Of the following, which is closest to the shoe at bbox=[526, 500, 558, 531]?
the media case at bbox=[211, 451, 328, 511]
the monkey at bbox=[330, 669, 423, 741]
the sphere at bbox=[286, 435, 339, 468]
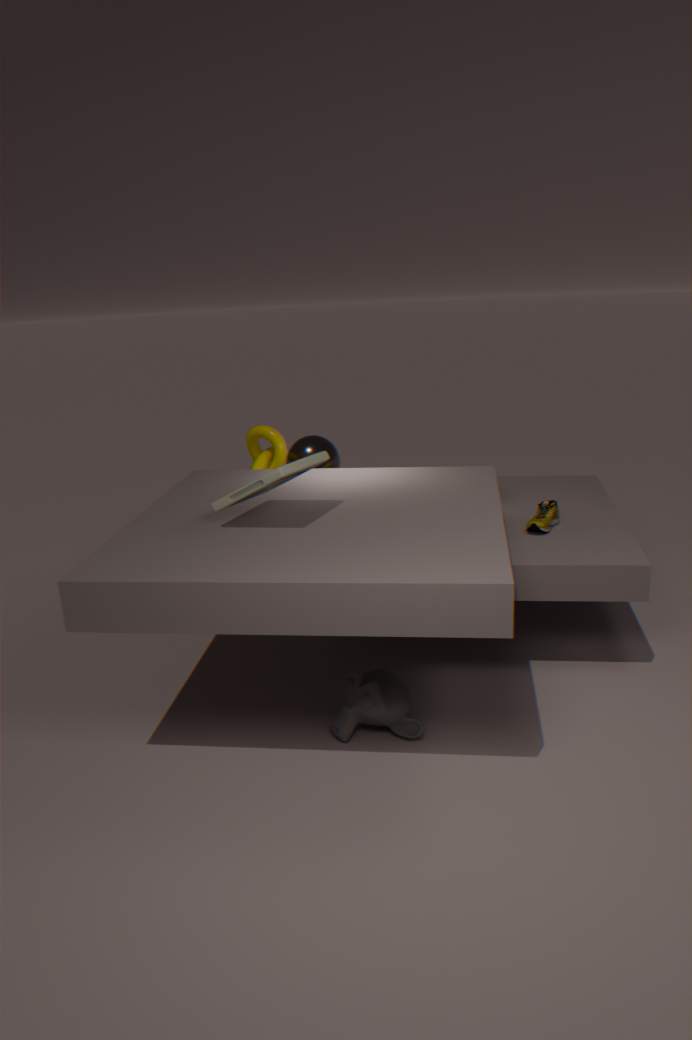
the monkey at bbox=[330, 669, 423, 741]
